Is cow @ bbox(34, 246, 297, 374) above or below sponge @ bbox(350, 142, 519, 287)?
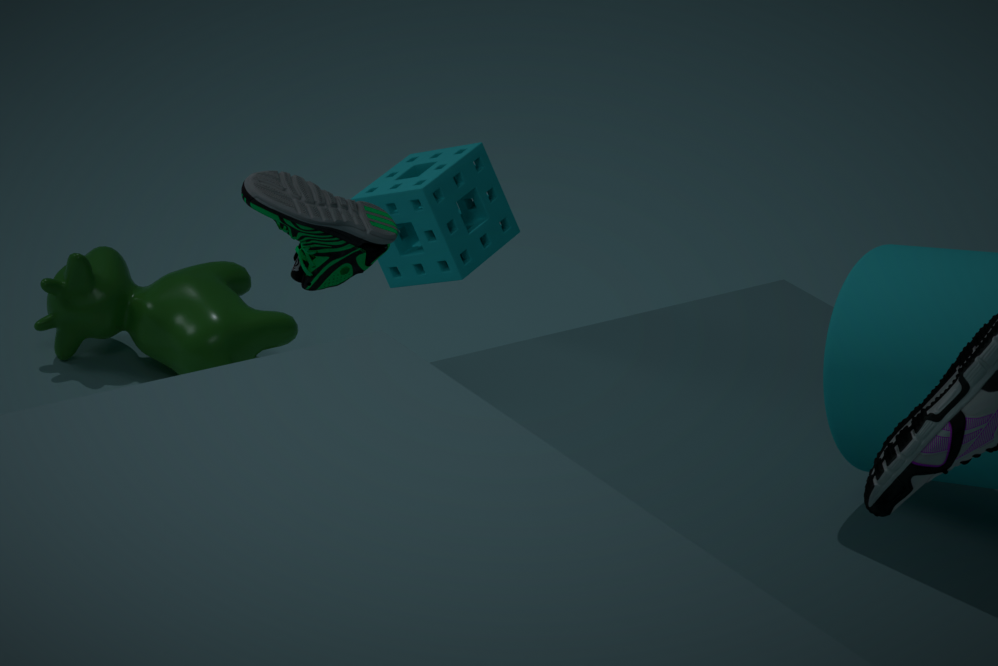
below
